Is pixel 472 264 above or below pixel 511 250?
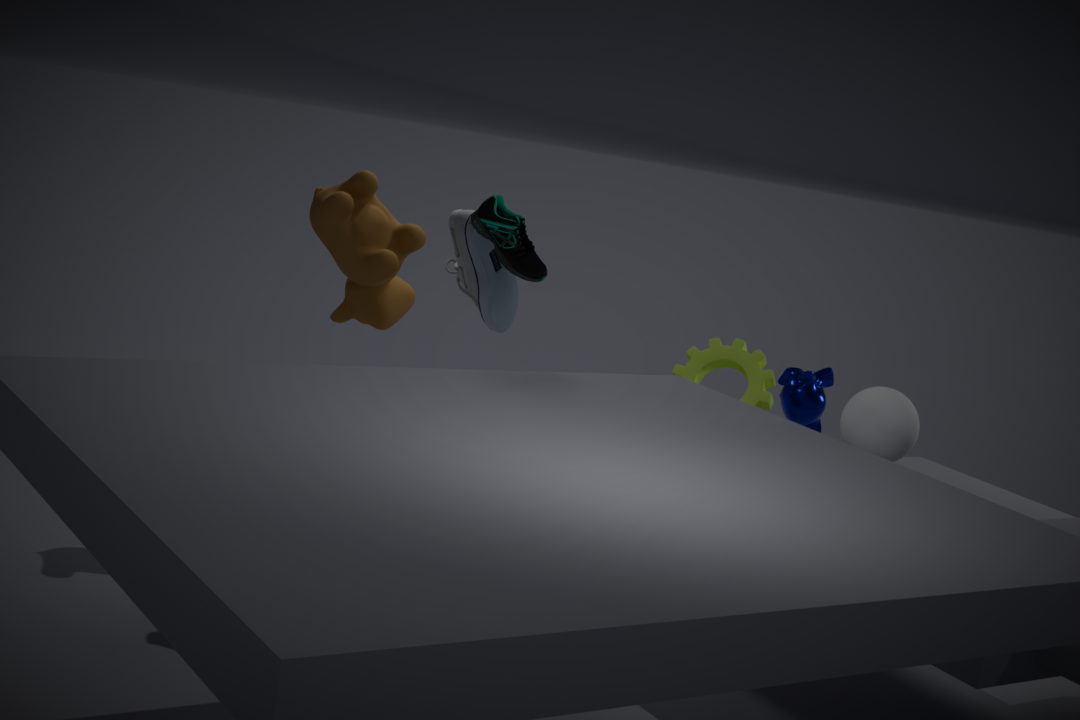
below
